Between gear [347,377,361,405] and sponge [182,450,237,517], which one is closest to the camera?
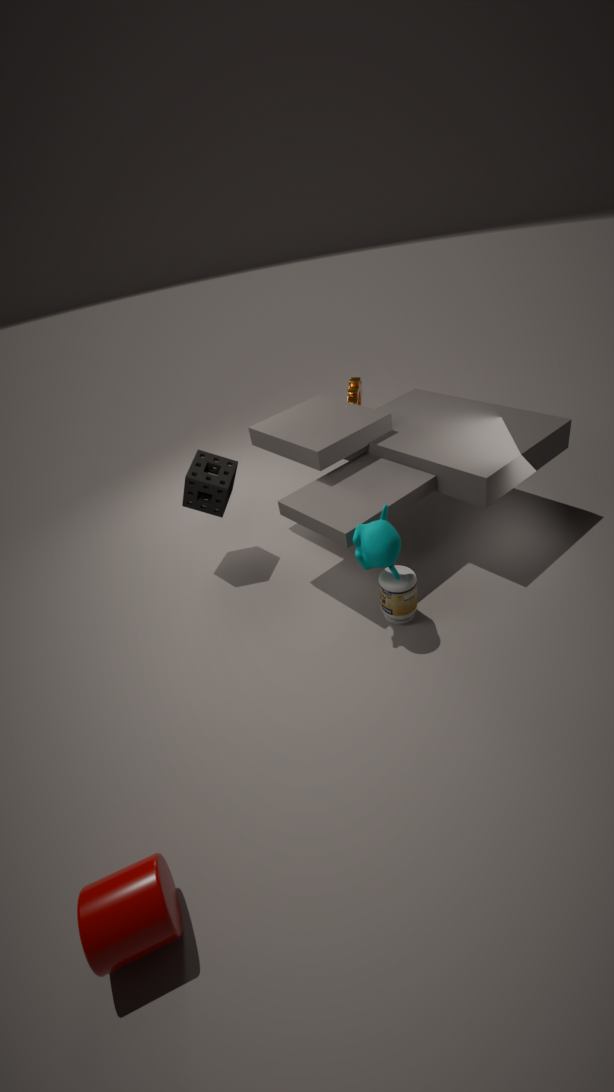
sponge [182,450,237,517]
